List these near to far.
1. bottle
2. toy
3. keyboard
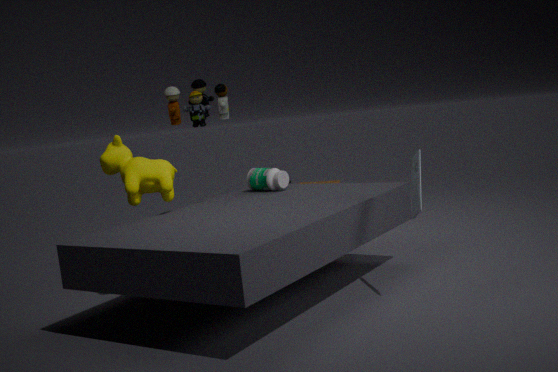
keyboard, toy, bottle
